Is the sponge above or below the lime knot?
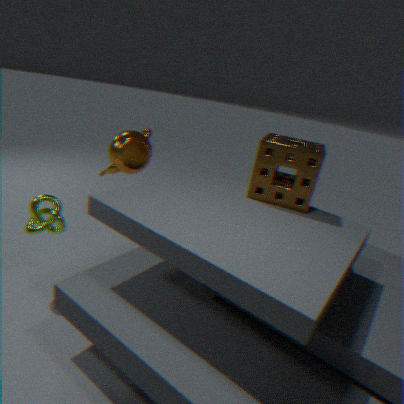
above
